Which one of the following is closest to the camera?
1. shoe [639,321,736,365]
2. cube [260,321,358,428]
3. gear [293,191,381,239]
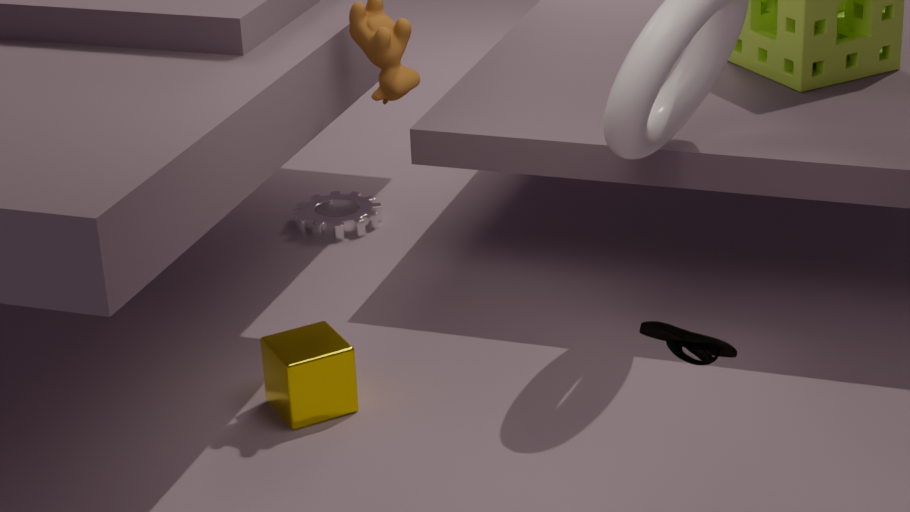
shoe [639,321,736,365]
